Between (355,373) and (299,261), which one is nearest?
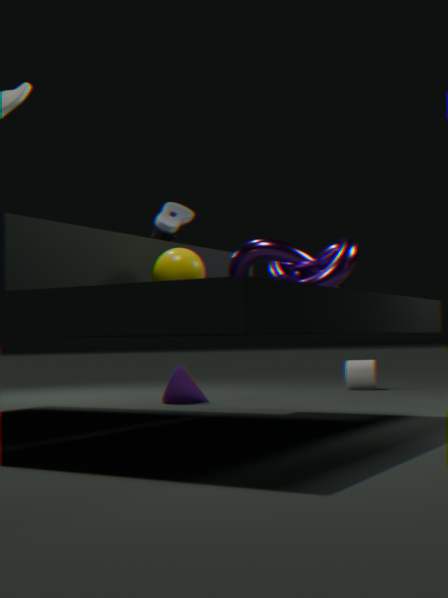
(299,261)
